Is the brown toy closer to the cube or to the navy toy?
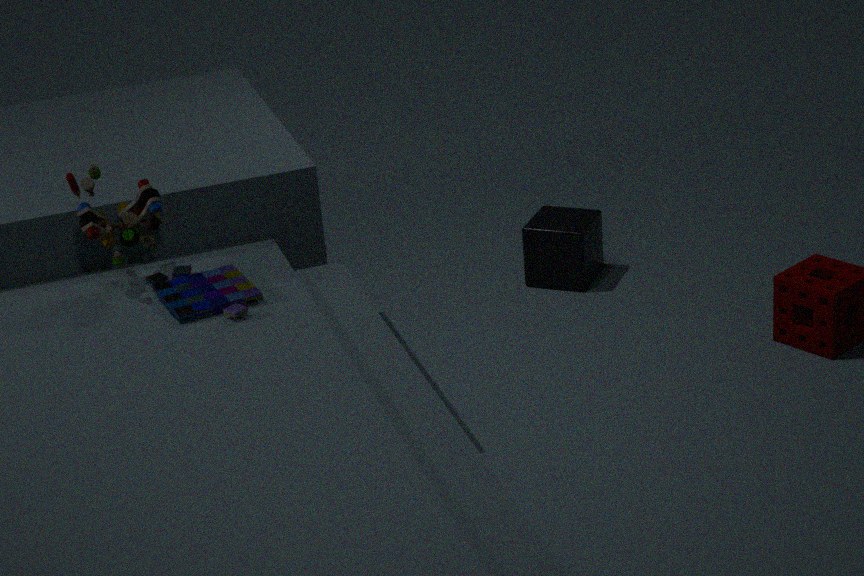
the navy toy
